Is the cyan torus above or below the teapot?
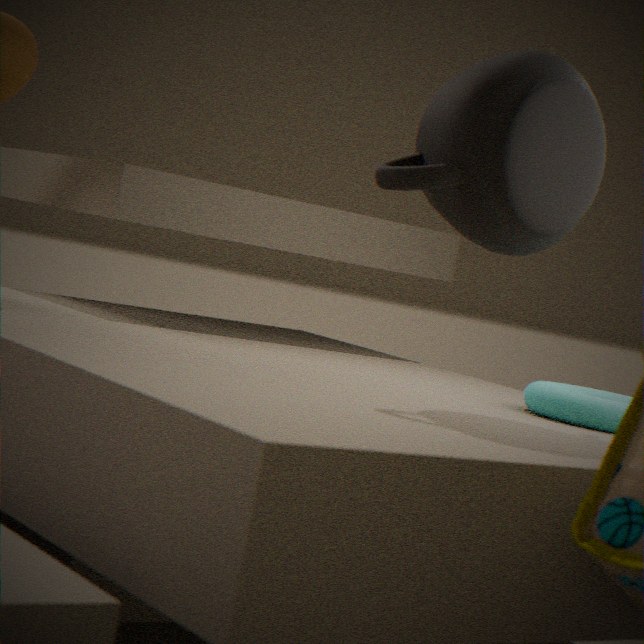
below
